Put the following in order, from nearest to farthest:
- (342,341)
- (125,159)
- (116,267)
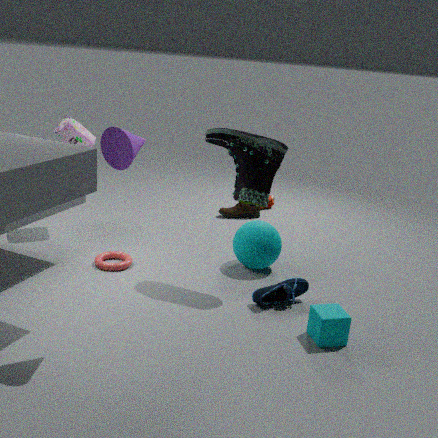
(125,159)
(342,341)
(116,267)
